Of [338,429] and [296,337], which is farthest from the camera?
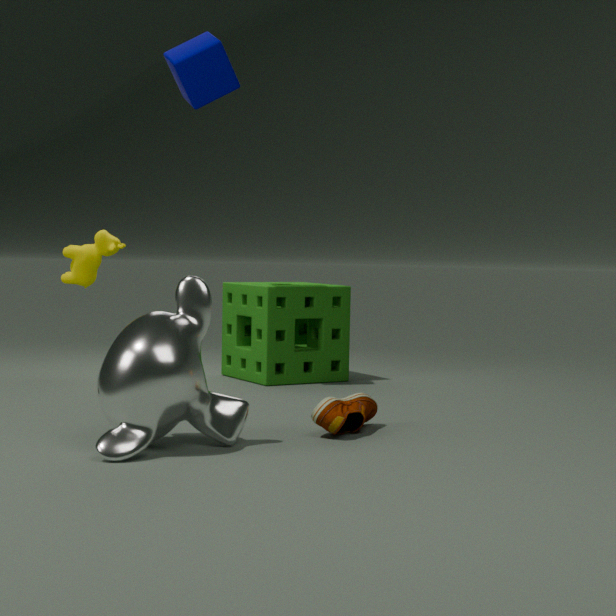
[296,337]
